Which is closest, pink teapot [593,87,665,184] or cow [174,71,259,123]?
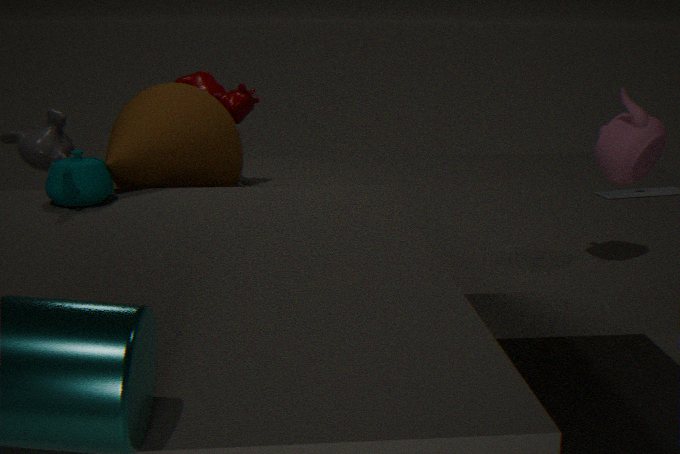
pink teapot [593,87,665,184]
